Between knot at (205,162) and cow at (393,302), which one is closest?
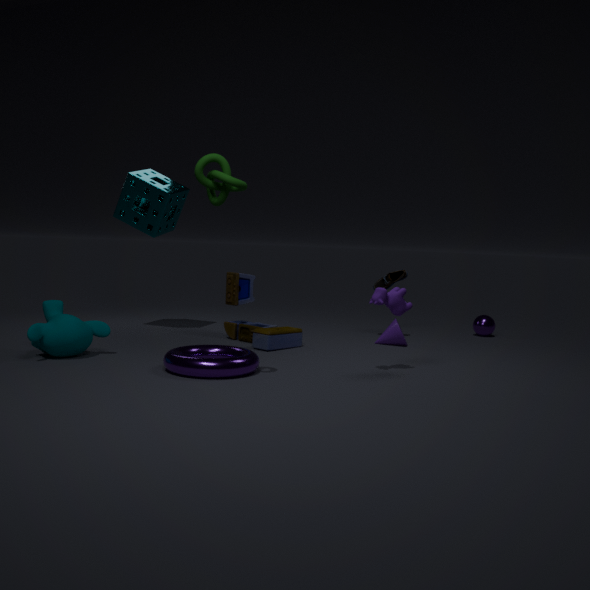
knot at (205,162)
